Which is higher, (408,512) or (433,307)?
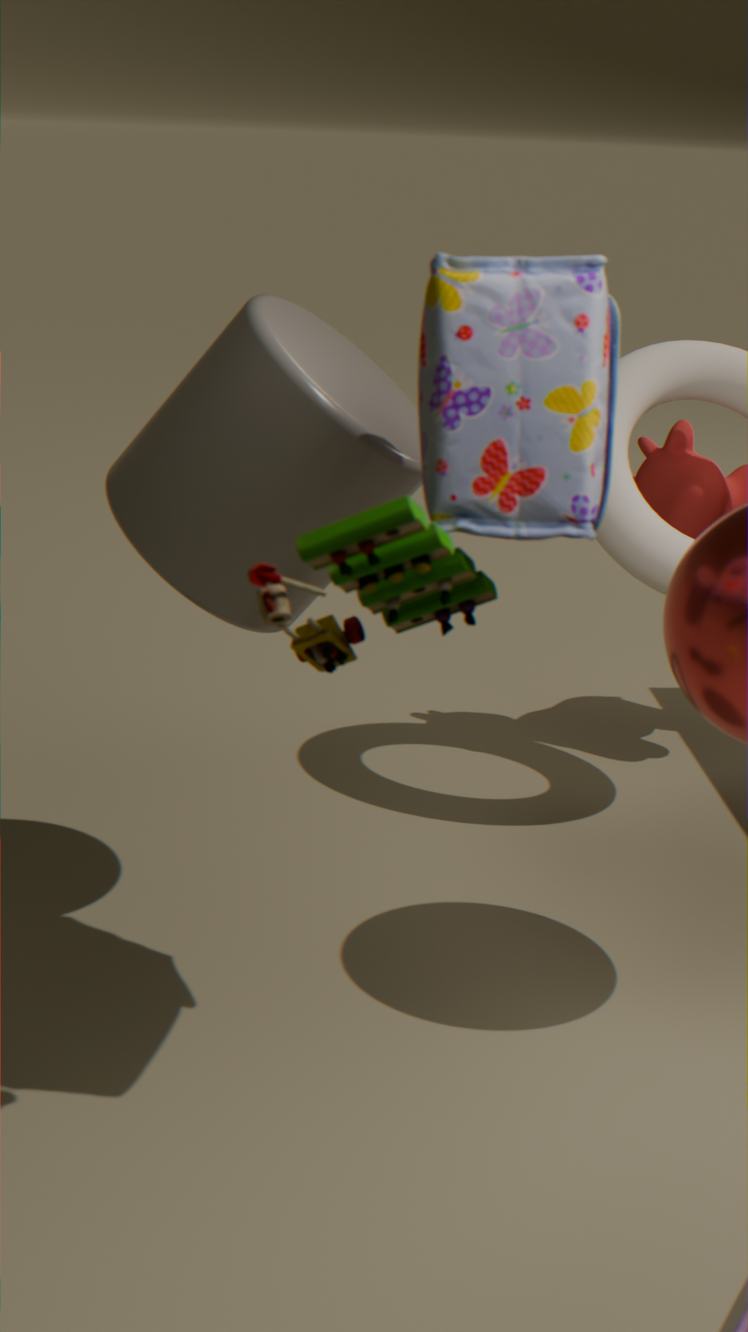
(433,307)
